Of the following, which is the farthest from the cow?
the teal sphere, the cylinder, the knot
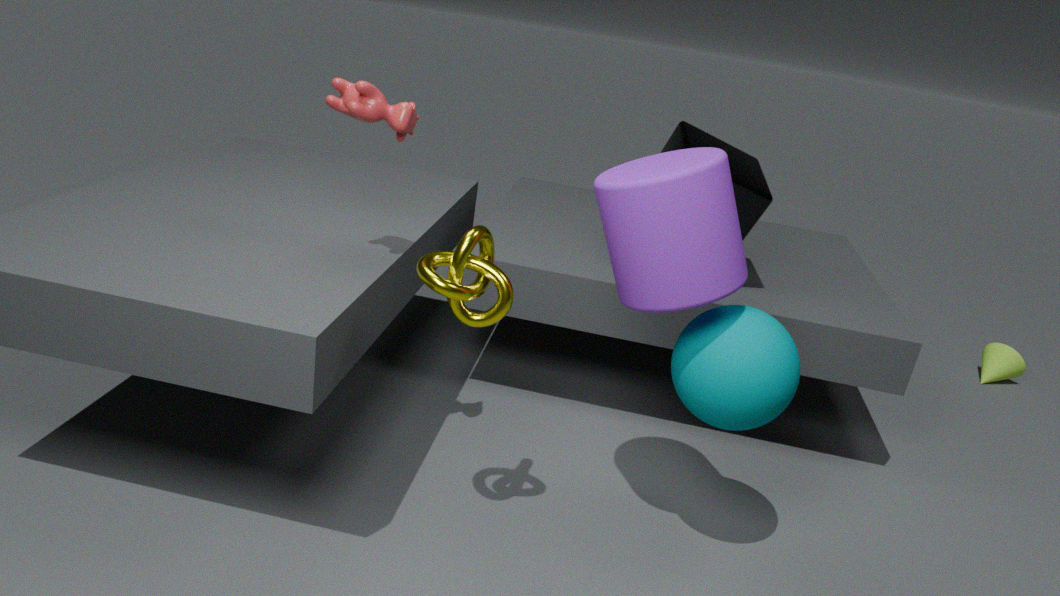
the teal sphere
